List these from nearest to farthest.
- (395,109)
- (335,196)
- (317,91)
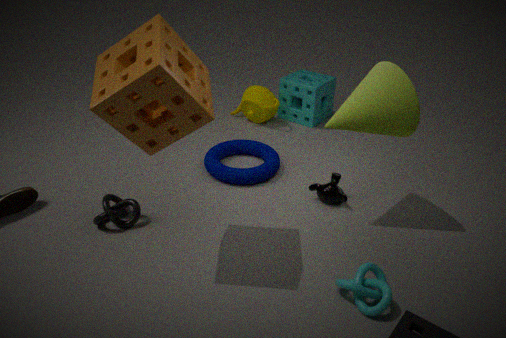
1. (395,109)
2. (335,196)
3. (317,91)
